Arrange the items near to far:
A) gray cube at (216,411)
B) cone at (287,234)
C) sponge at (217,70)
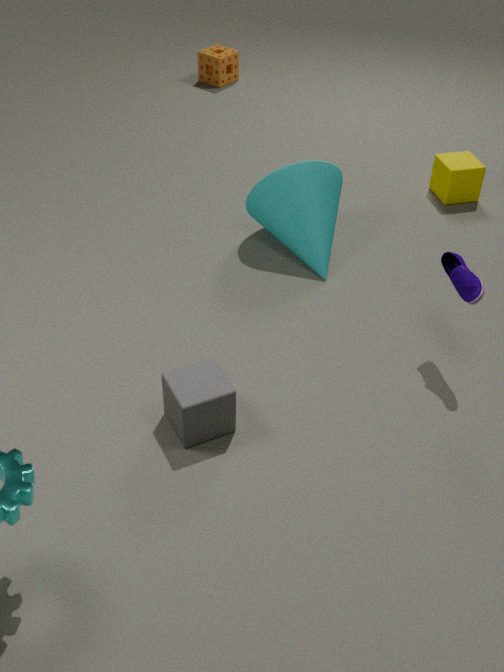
gray cube at (216,411) → cone at (287,234) → sponge at (217,70)
